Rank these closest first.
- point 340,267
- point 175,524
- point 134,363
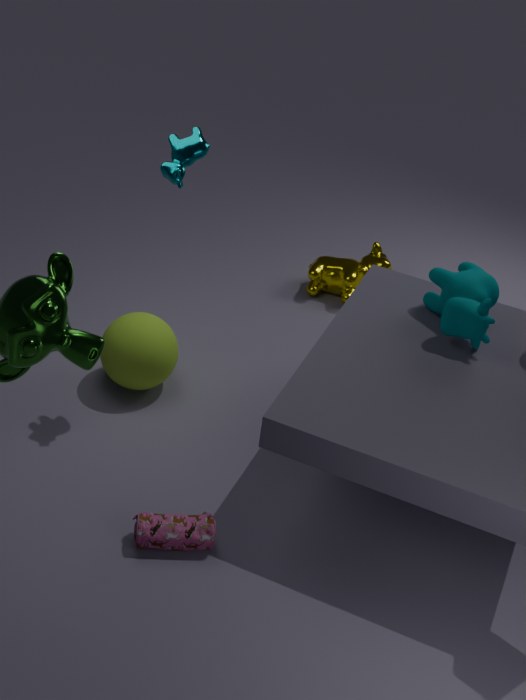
1. point 175,524
2. point 134,363
3. point 340,267
